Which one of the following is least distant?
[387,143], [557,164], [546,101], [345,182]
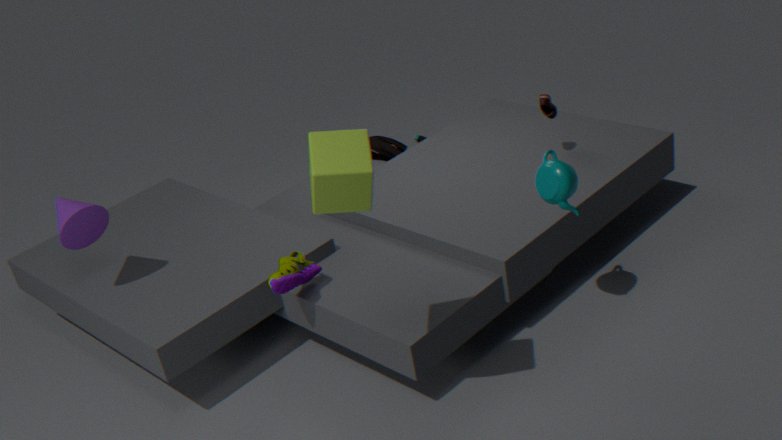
[345,182]
